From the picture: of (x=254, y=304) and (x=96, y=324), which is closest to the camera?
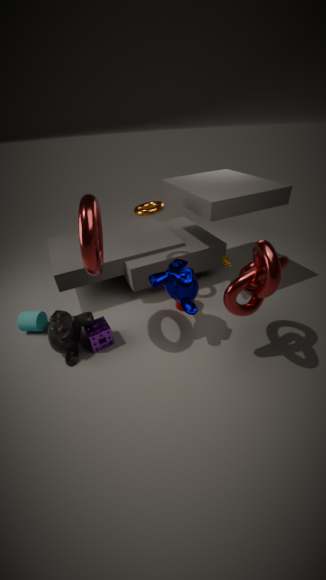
(x=254, y=304)
